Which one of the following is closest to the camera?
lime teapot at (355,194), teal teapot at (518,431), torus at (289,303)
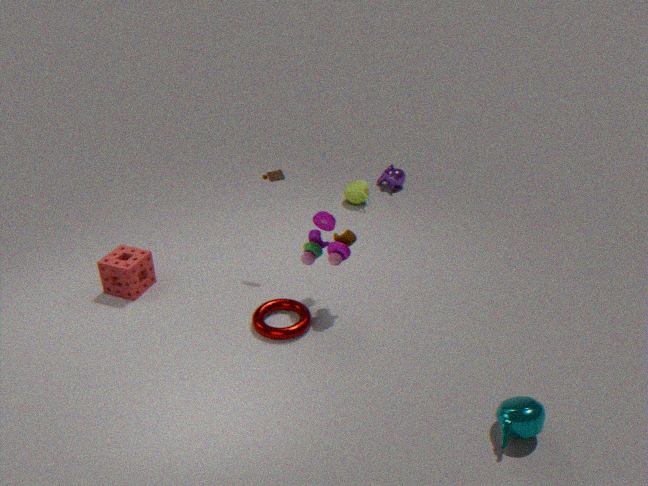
teal teapot at (518,431)
